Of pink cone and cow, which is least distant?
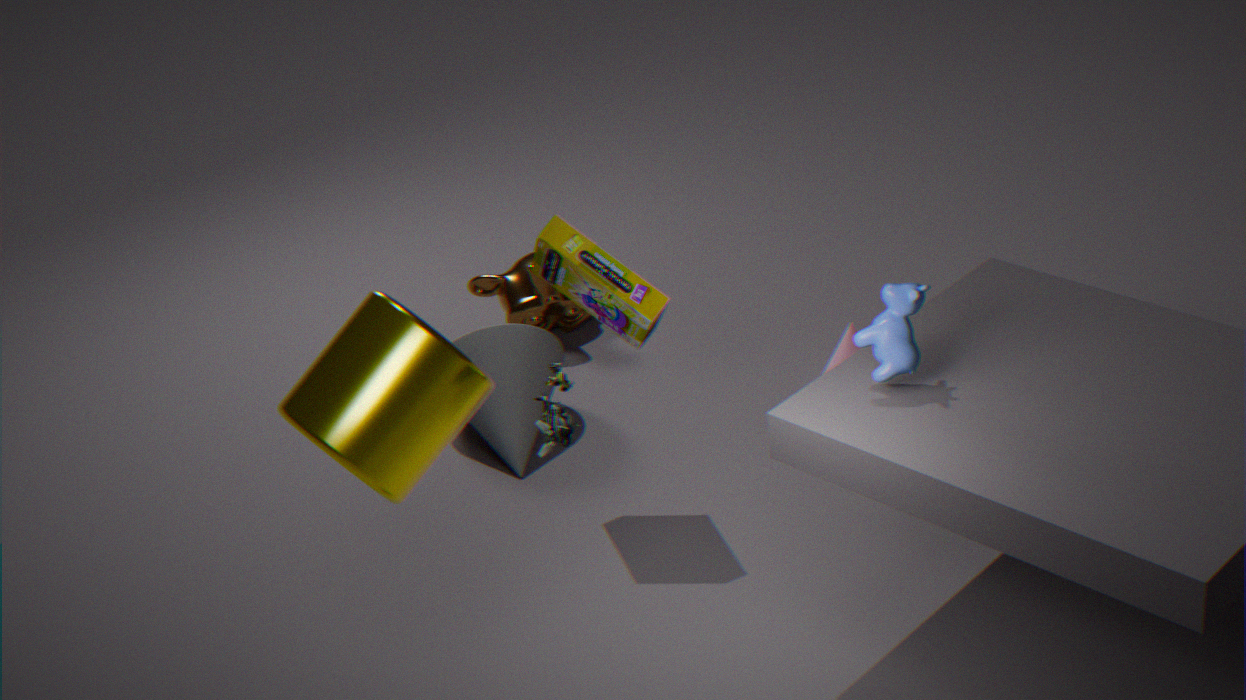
cow
